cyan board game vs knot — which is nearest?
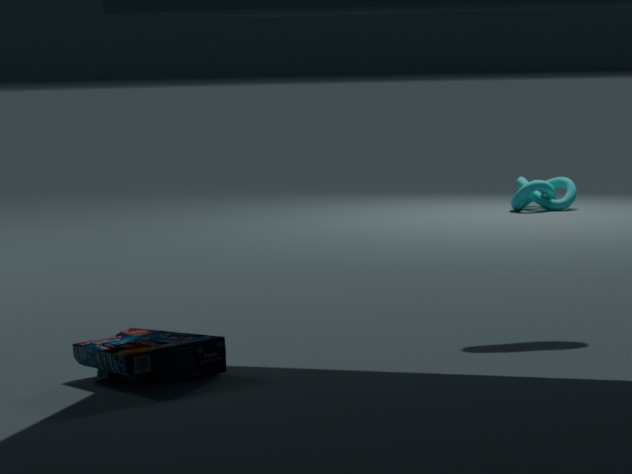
cyan board game
